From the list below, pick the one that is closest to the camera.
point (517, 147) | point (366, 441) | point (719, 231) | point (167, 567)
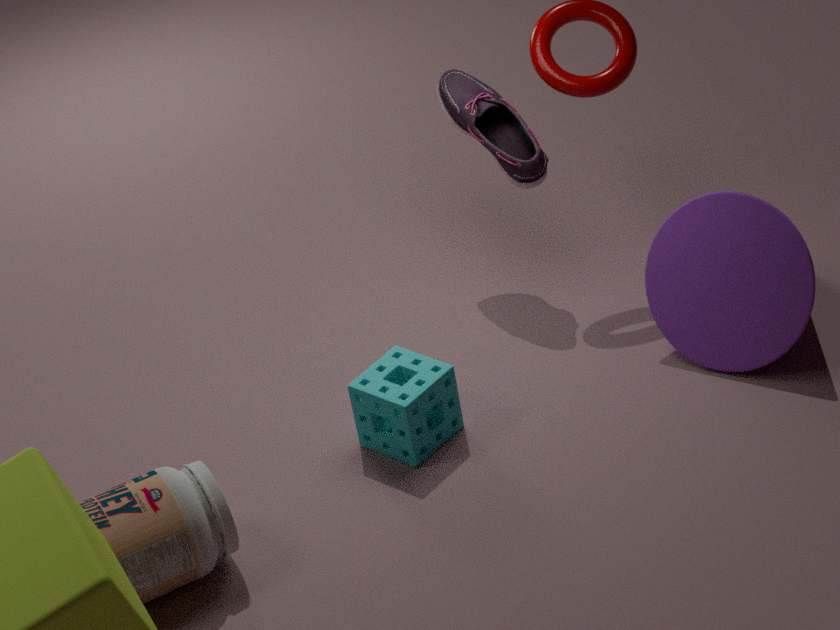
point (167, 567)
